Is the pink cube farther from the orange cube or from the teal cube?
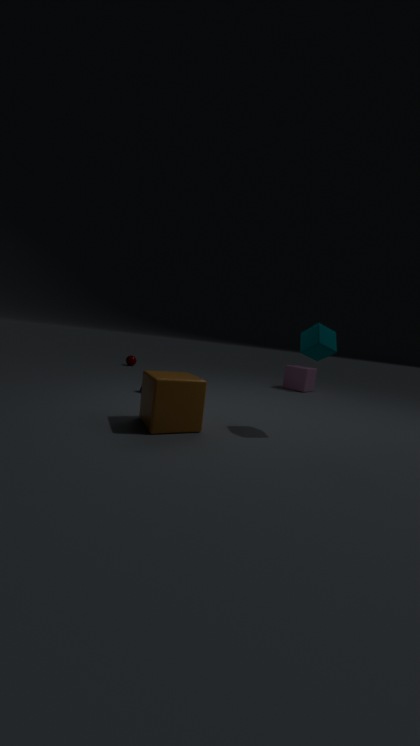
the orange cube
